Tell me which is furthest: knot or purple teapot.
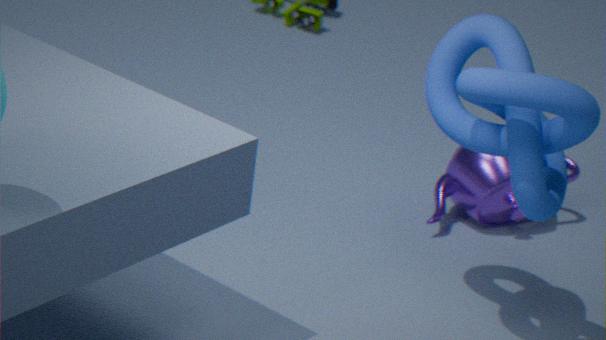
purple teapot
